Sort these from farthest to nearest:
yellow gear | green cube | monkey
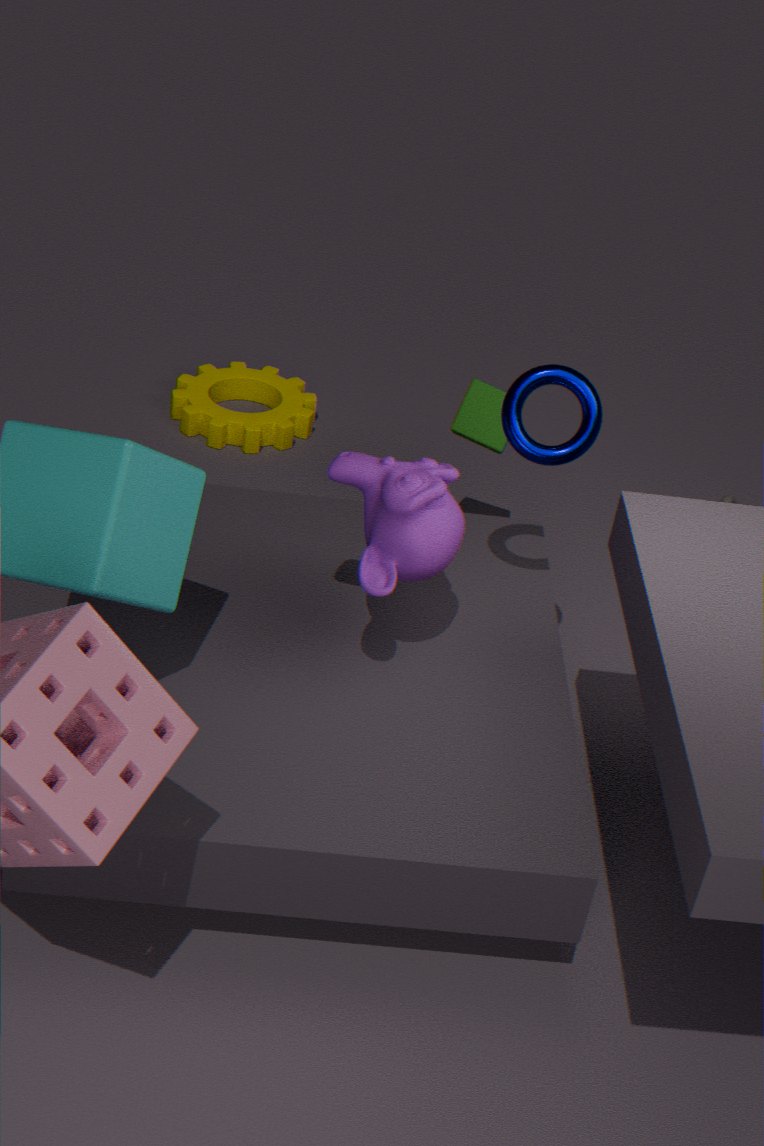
yellow gear → green cube → monkey
